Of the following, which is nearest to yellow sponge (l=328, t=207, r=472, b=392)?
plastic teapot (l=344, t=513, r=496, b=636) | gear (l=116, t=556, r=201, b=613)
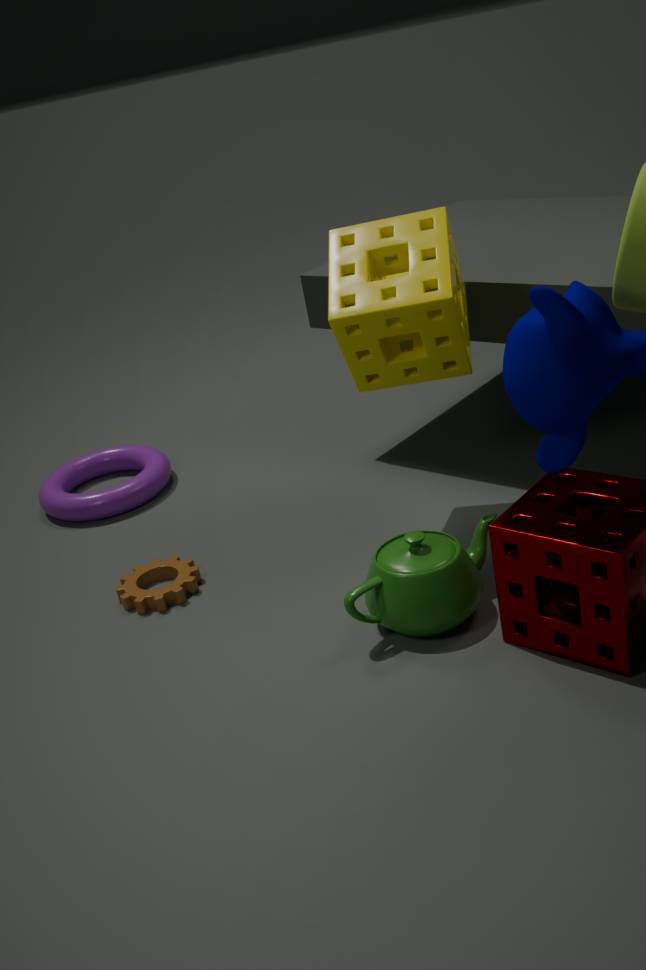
plastic teapot (l=344, t=513, r=496, b=636)
